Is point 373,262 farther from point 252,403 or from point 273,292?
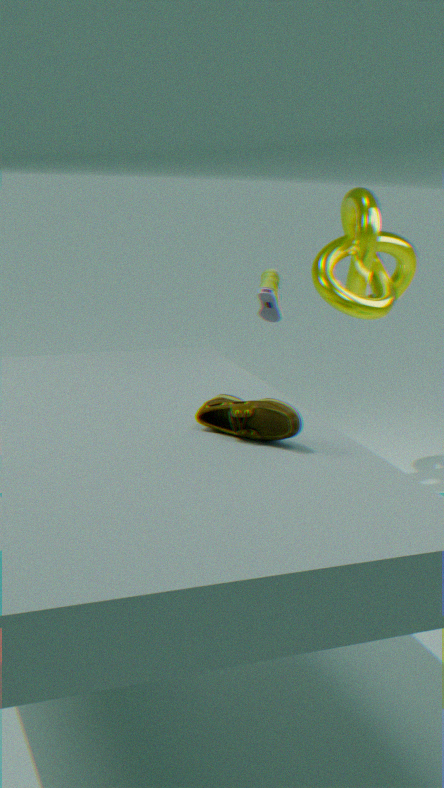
point 252,403
